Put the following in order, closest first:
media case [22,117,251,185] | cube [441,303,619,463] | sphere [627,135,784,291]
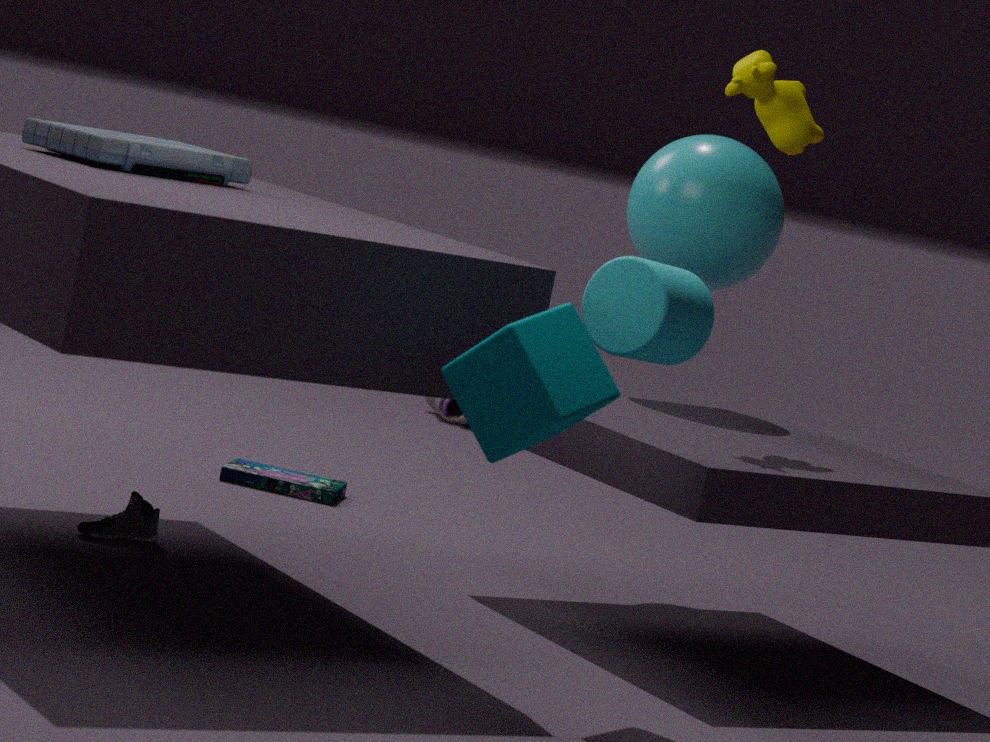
1. cube [441,303,619,463]
2. media case [22,117,251,185]
3. sphere [627,135,784,291]
